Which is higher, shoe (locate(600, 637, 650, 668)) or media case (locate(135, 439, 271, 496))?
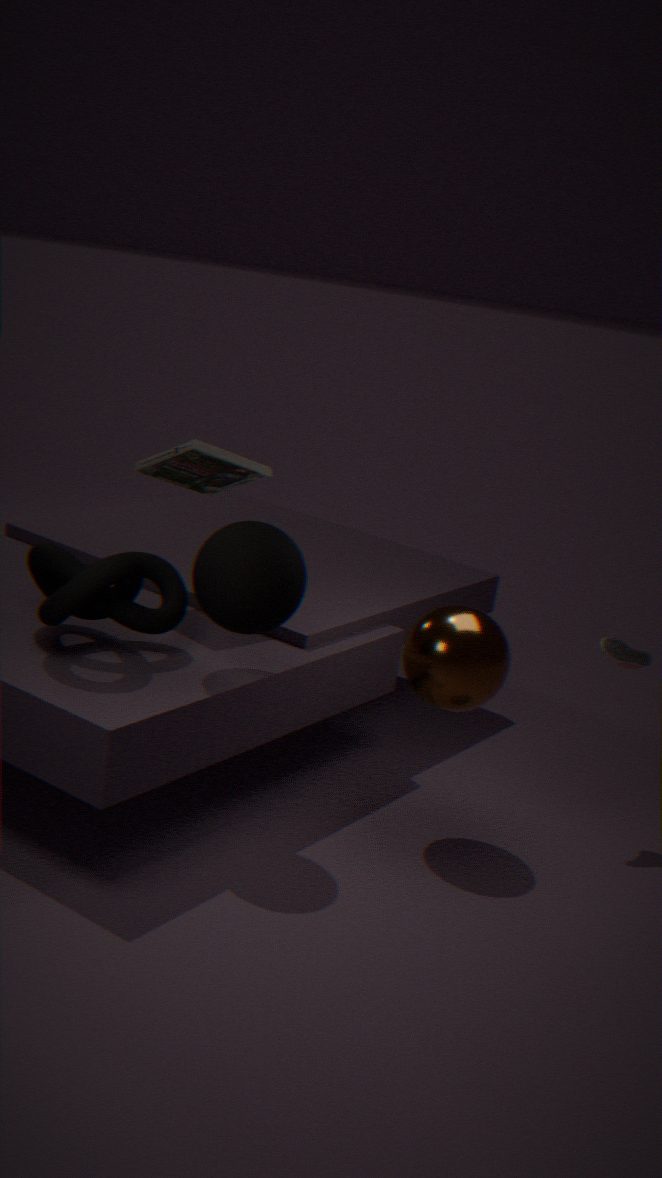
media case (locate(135, 439, 271, 496))
